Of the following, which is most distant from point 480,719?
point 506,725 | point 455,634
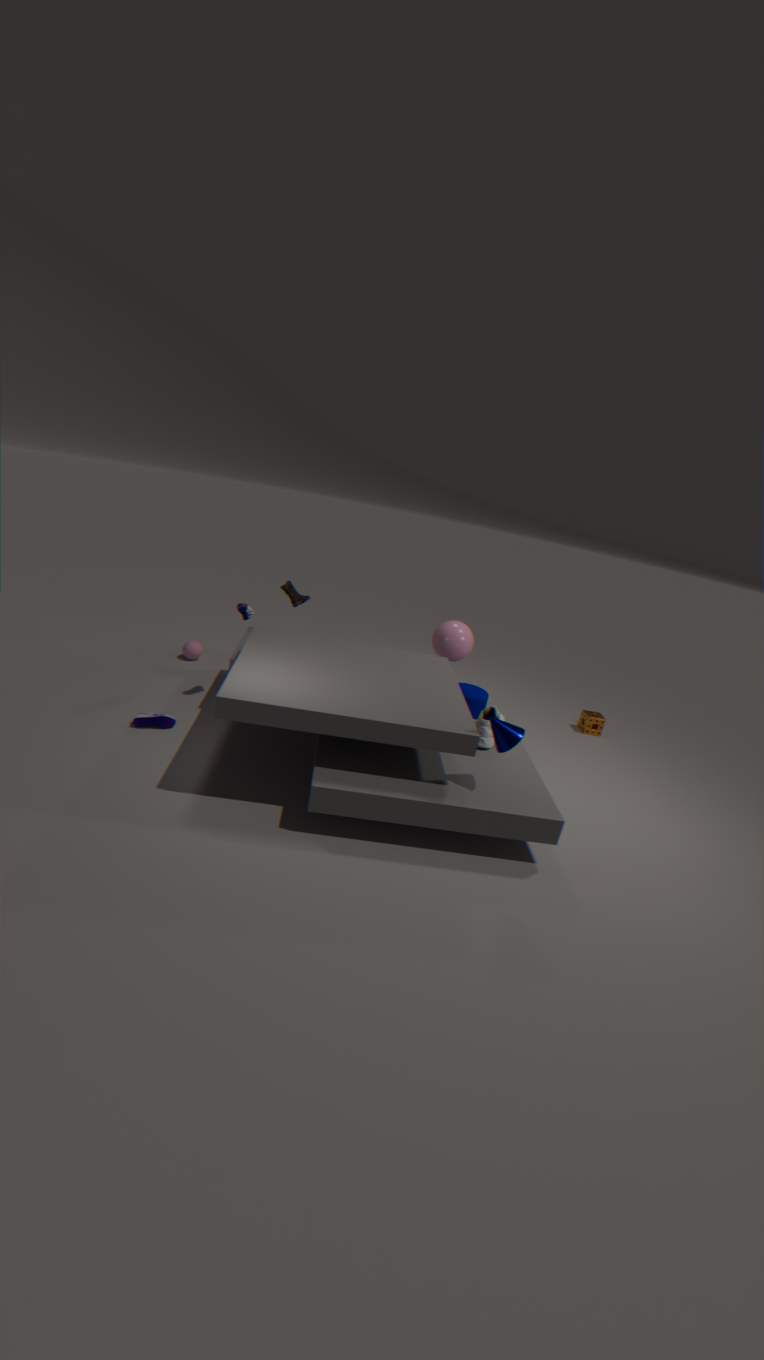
point 455,634
